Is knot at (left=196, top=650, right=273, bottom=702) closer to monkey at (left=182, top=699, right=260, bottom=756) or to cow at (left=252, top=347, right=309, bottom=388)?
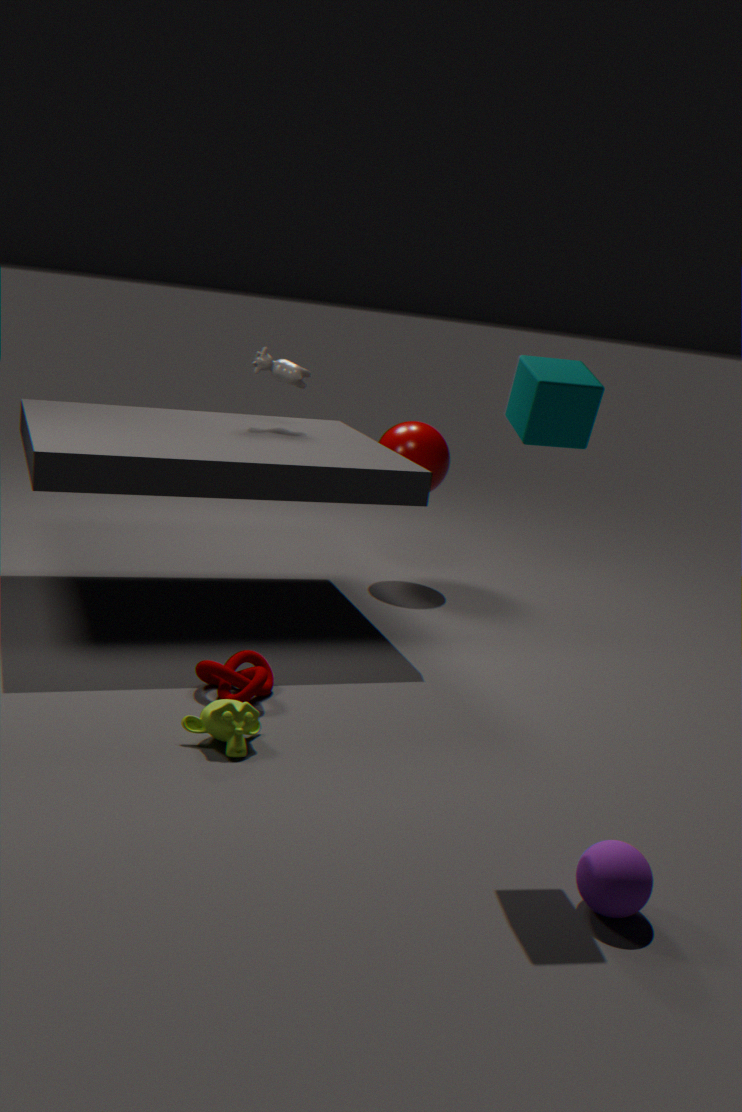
monkey at (left=182, top=699, right=260, bottom=756)
